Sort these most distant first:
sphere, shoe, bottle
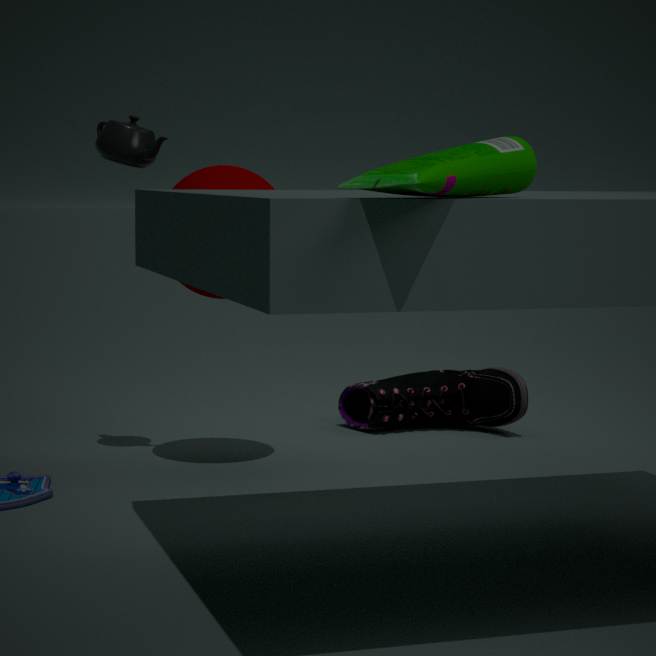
shoe → sphere → bottle
